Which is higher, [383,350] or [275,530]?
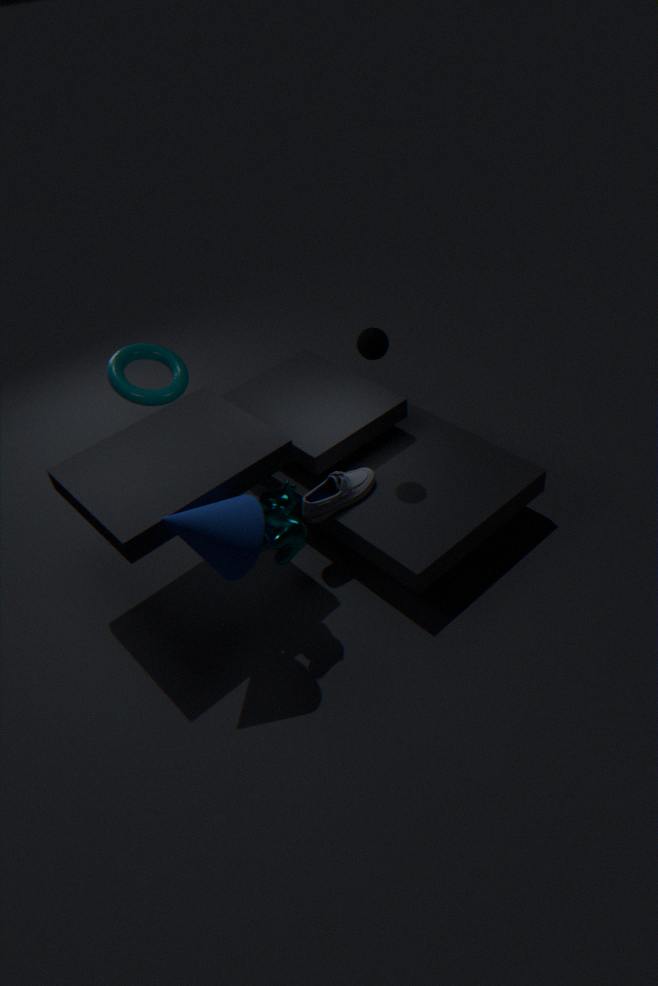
[383,350]
